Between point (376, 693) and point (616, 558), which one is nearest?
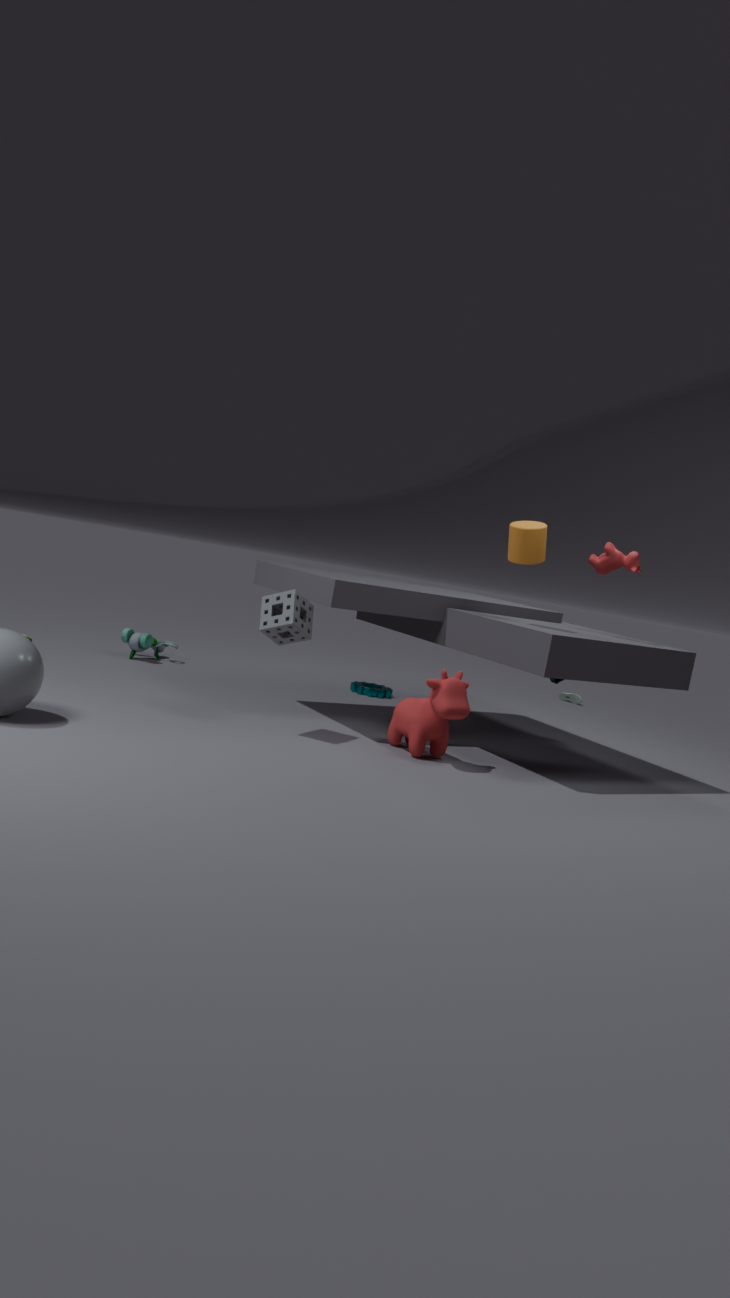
point (616, 558)
